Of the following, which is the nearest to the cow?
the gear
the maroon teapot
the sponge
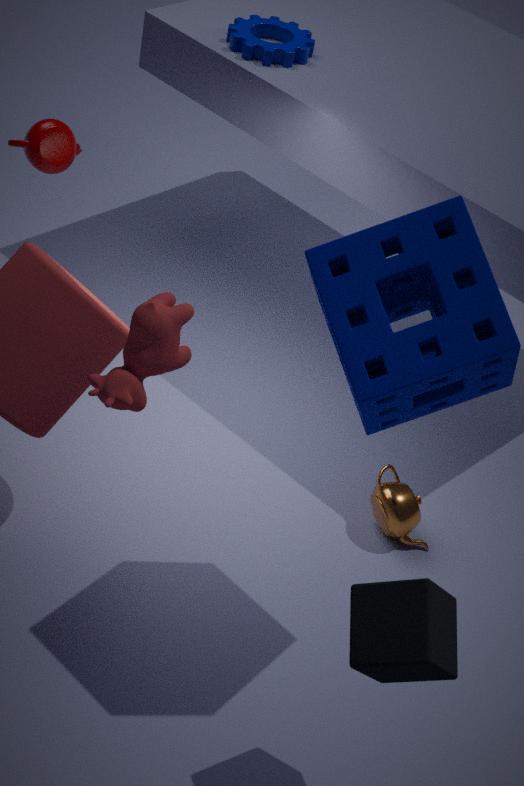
the sponge
